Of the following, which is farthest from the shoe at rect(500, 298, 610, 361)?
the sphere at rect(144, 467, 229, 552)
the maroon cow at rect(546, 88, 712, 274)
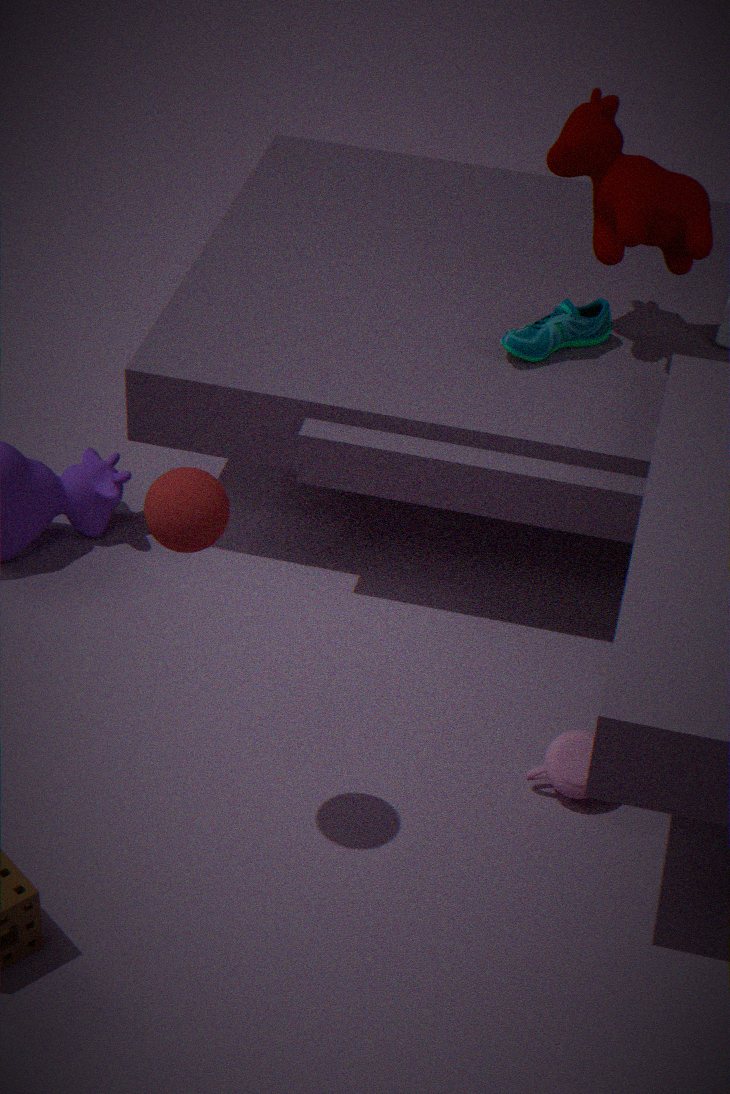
the sphere at rect(144, 467, 229, 552)
